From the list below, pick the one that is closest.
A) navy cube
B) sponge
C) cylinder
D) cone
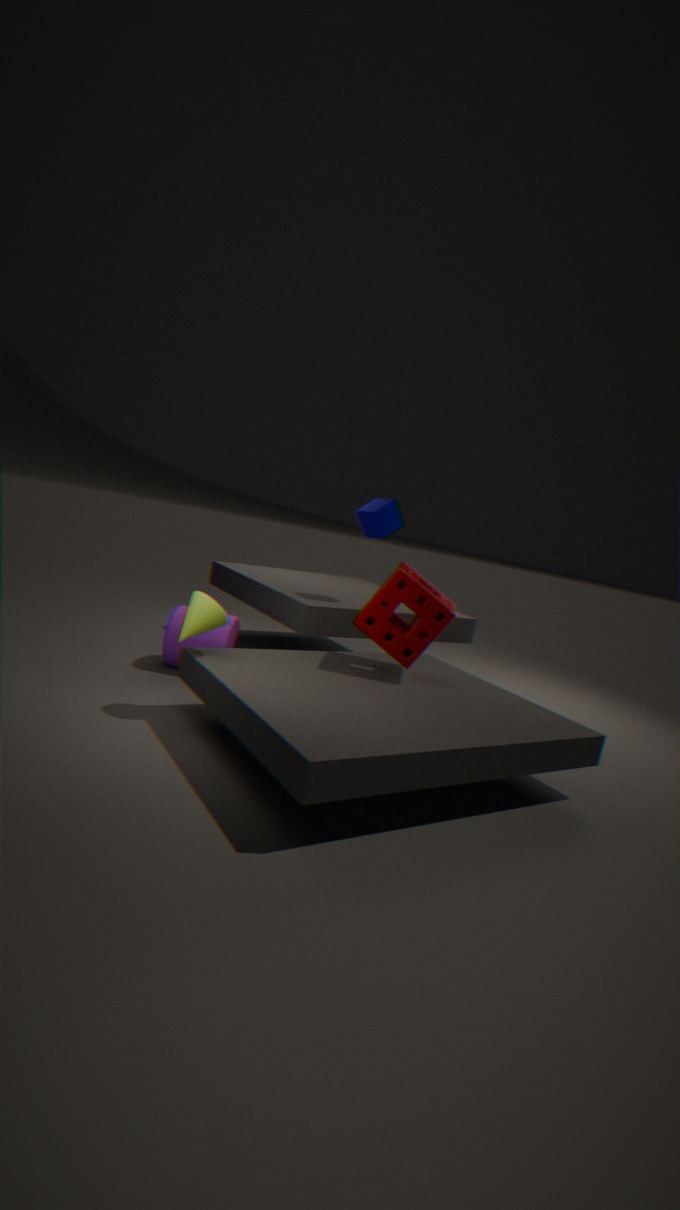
cone
